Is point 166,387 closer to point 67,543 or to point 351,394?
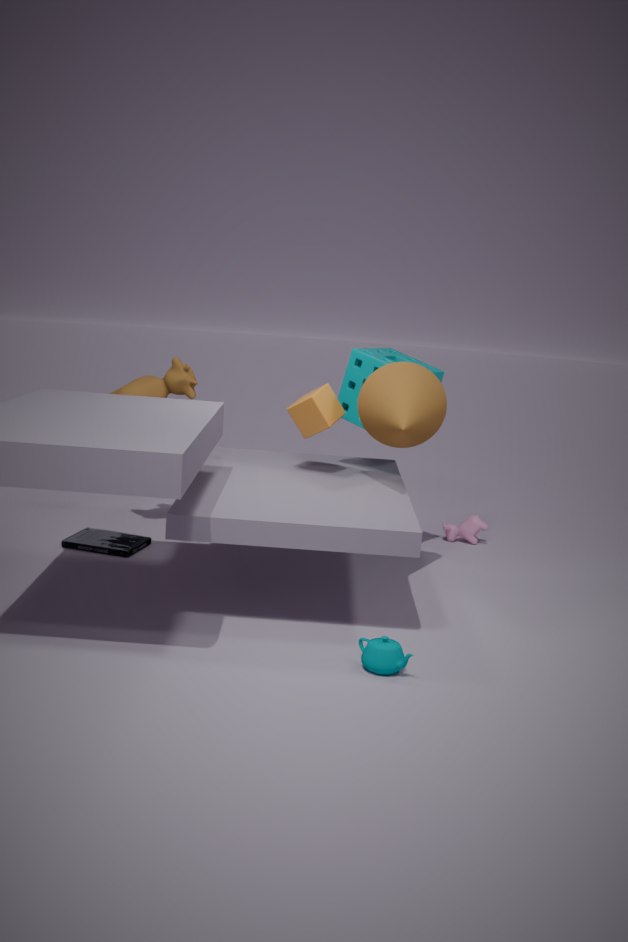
point 67,543
